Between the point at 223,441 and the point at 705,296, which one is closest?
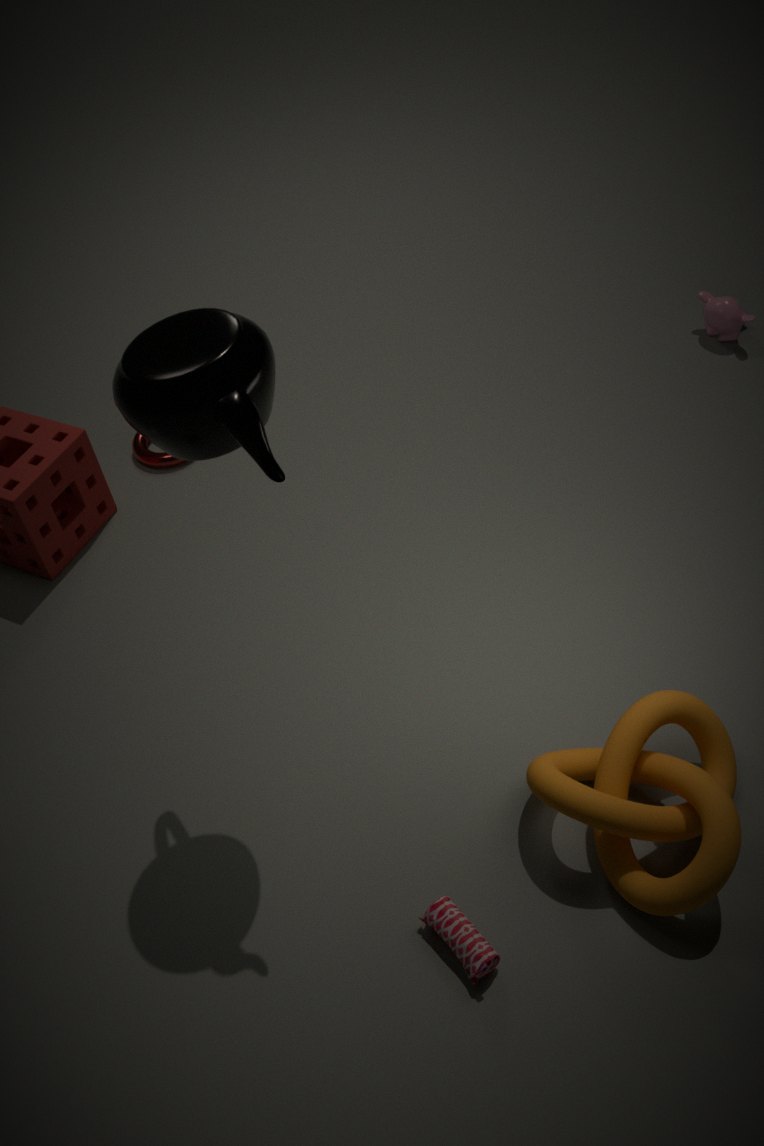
the point at 223,441
